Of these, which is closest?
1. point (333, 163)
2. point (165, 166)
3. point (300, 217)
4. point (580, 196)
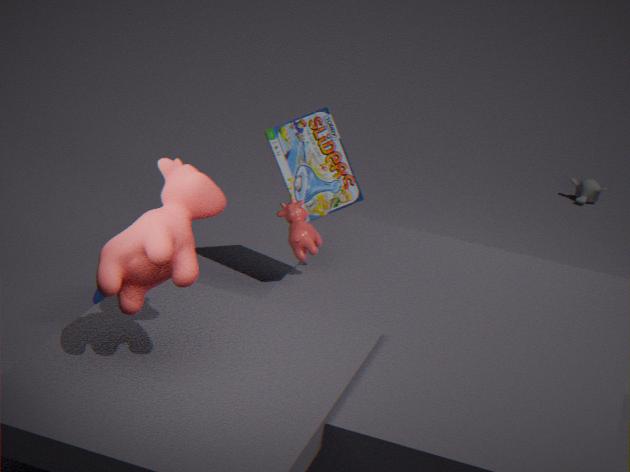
point (165, 166)
